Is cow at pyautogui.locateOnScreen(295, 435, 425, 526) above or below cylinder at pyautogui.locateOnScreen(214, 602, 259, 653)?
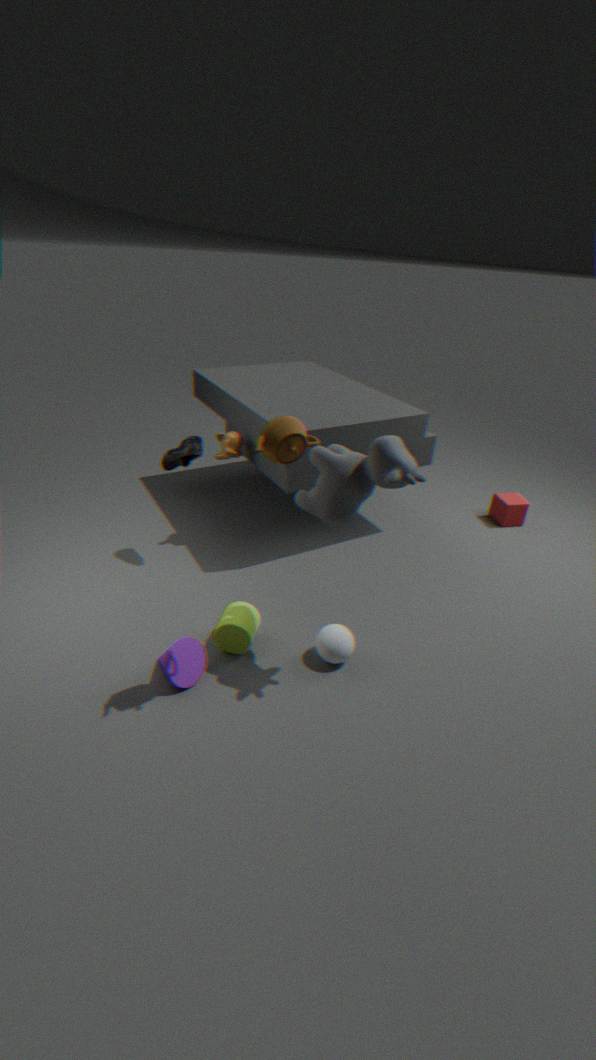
above
